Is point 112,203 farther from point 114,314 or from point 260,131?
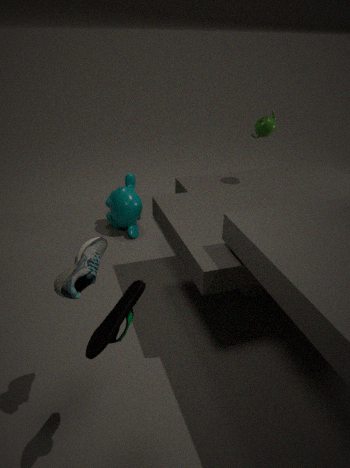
point 114,314
